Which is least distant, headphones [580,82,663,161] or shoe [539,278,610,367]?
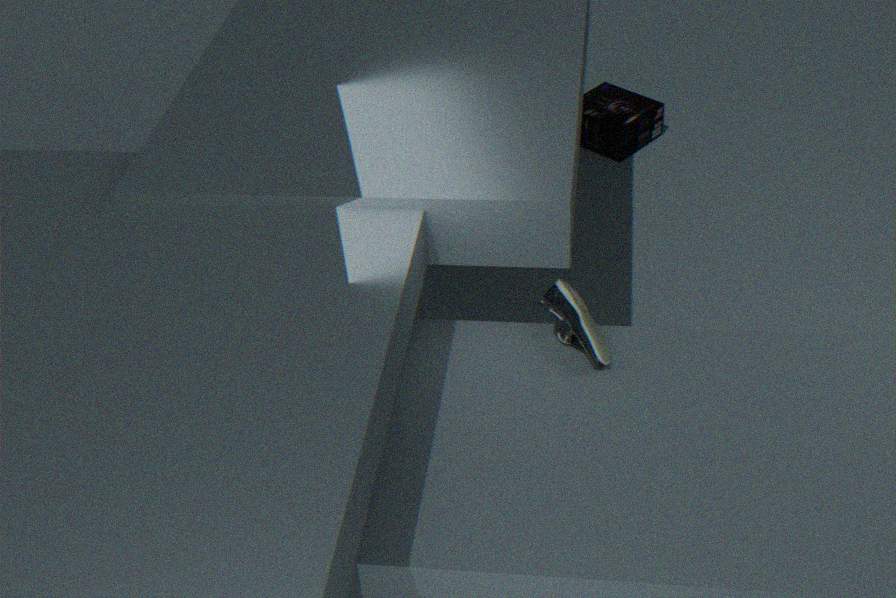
shoe [539,278,610,367]
